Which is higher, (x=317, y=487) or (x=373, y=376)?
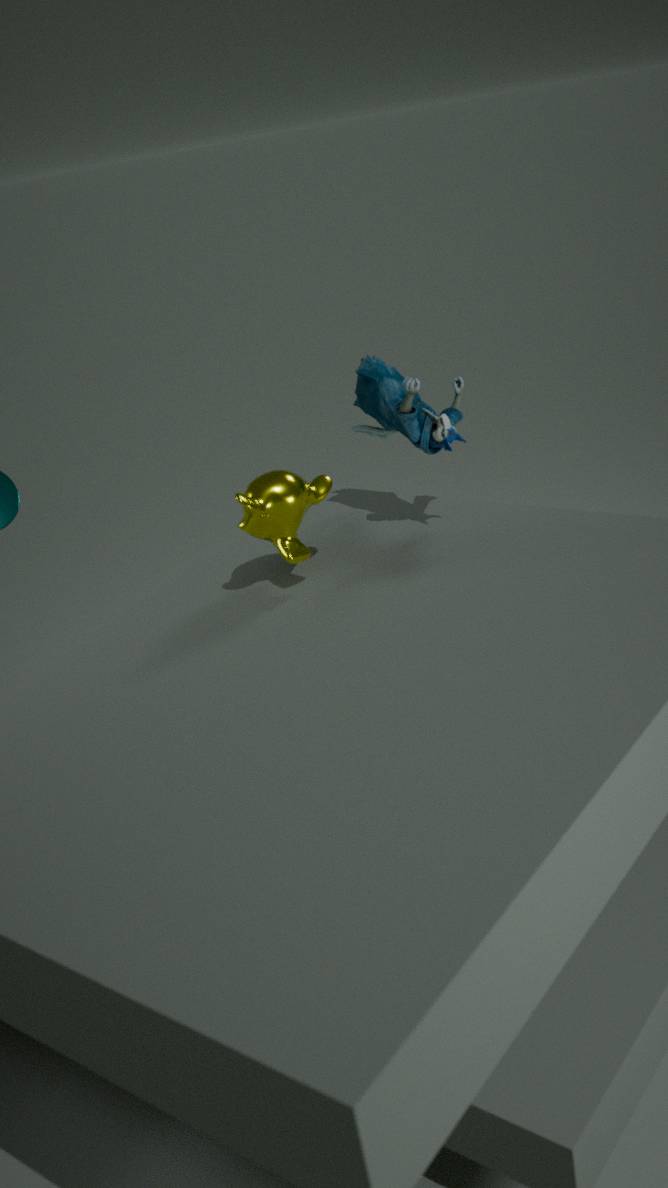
(x=373, y=376)
